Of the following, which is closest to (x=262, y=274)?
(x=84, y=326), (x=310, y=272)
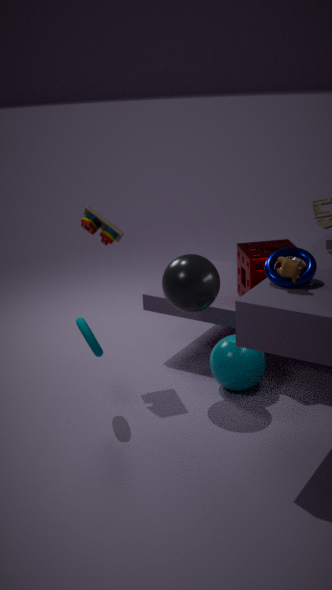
(x=310, y=272)
